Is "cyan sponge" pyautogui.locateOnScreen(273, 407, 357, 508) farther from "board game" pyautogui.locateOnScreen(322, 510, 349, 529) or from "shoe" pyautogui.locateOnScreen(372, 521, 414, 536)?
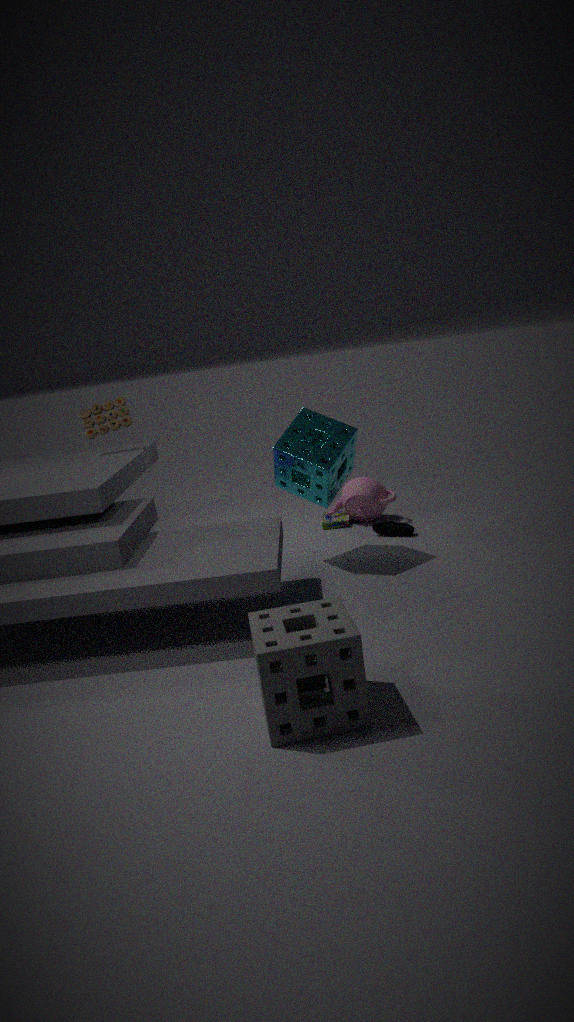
"board game" pyautogui.locateOnScreen(322, 510, 349, 529)
